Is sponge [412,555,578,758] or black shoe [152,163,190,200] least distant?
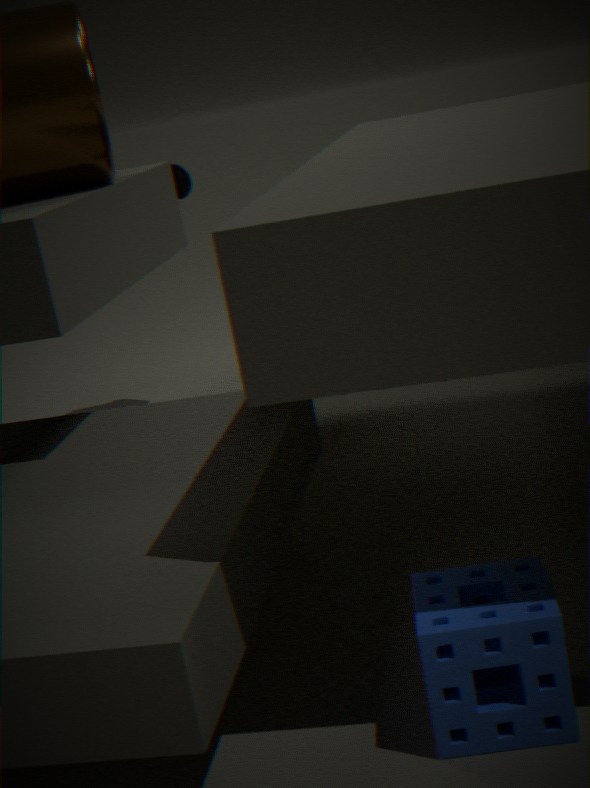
sponge [412,555,578,758]
